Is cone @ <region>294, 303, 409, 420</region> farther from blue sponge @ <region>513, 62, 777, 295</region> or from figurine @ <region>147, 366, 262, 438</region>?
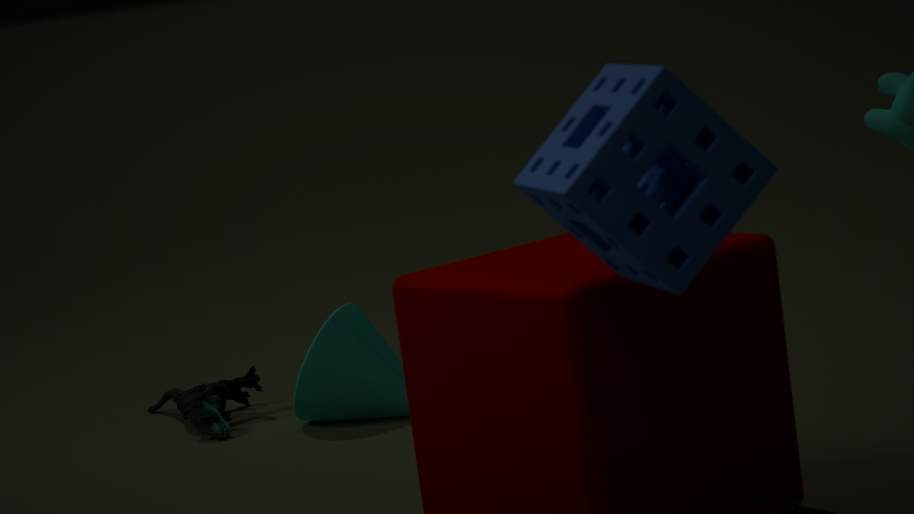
blue sponge @ <region>513, 62, 777, 295</region>
